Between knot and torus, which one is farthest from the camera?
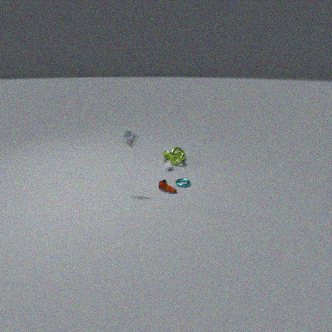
knot
